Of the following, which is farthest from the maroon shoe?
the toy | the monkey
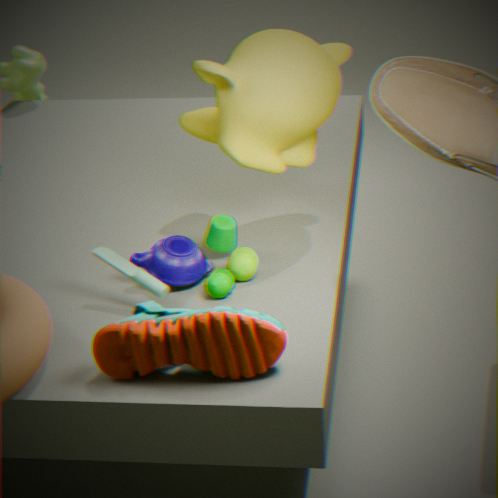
the monkey
